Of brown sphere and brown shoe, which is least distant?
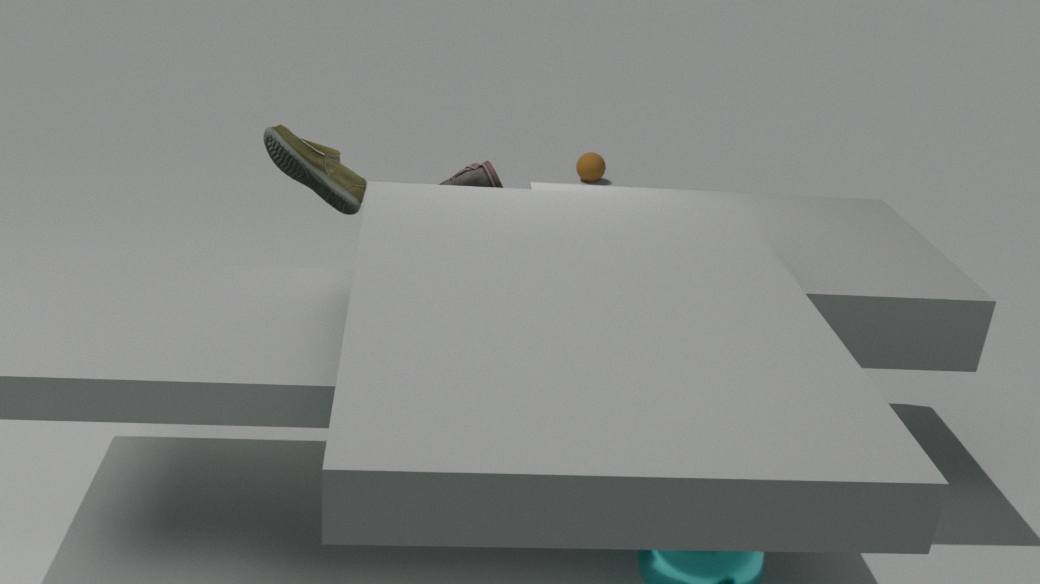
brown shoe
